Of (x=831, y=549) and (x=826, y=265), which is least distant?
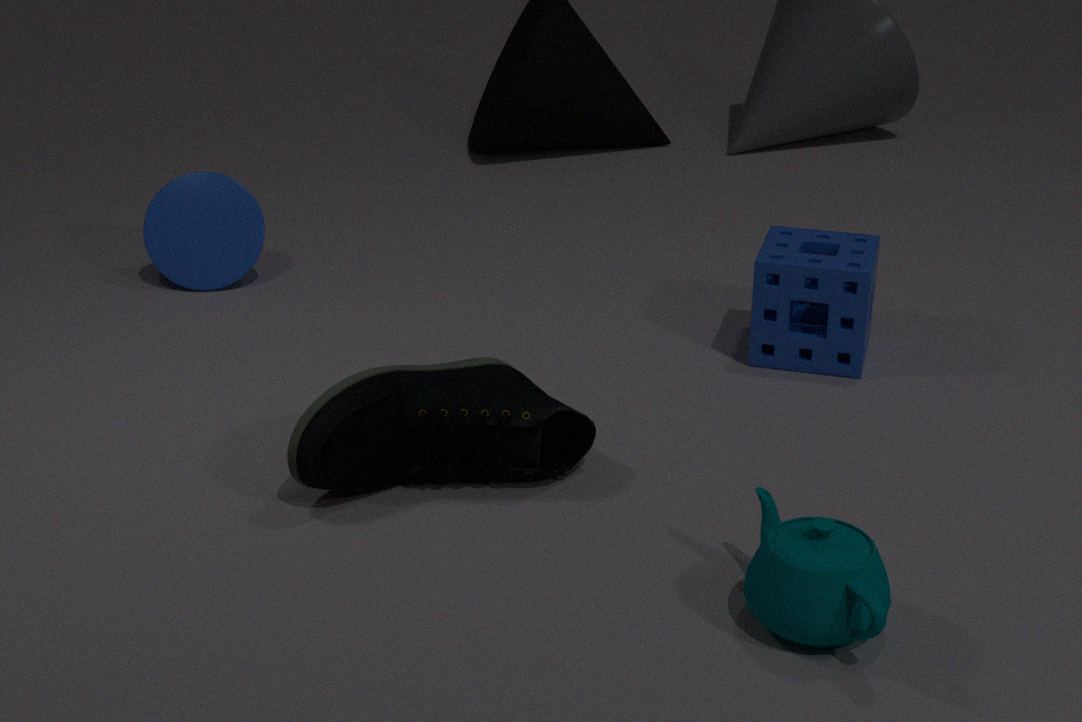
(x=831, y=549)
